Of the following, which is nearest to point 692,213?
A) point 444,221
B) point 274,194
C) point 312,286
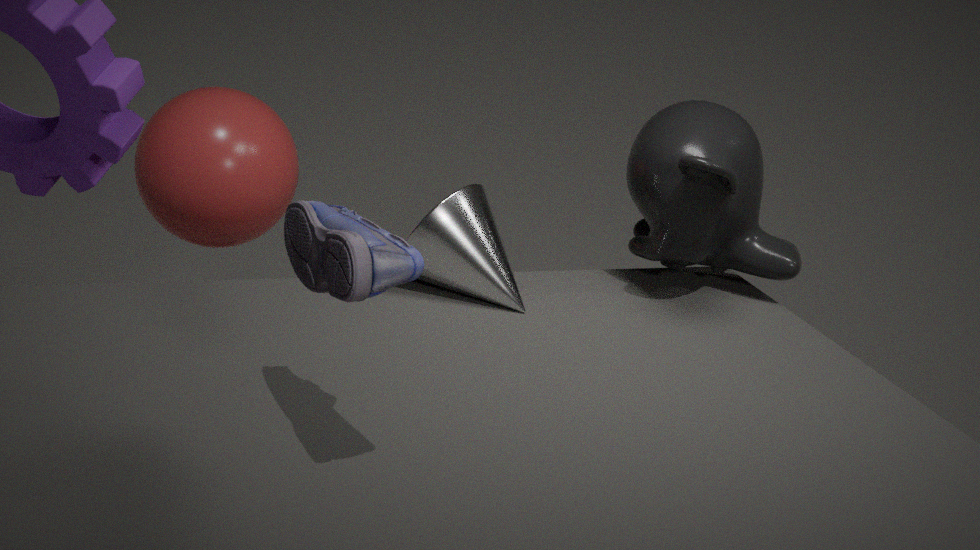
point 444,221
